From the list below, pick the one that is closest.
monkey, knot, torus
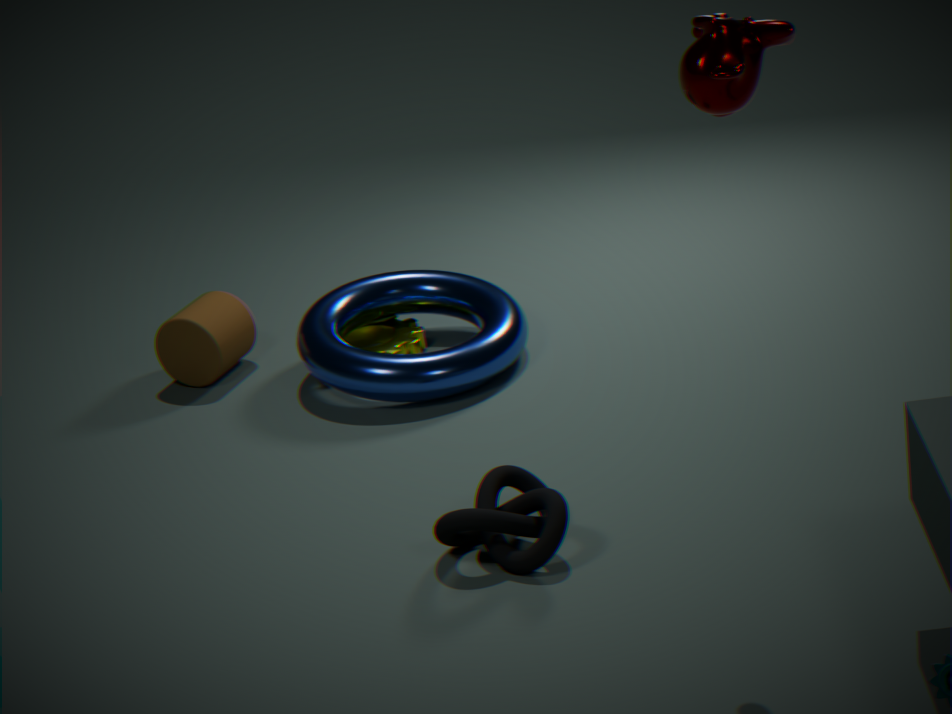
monkey
